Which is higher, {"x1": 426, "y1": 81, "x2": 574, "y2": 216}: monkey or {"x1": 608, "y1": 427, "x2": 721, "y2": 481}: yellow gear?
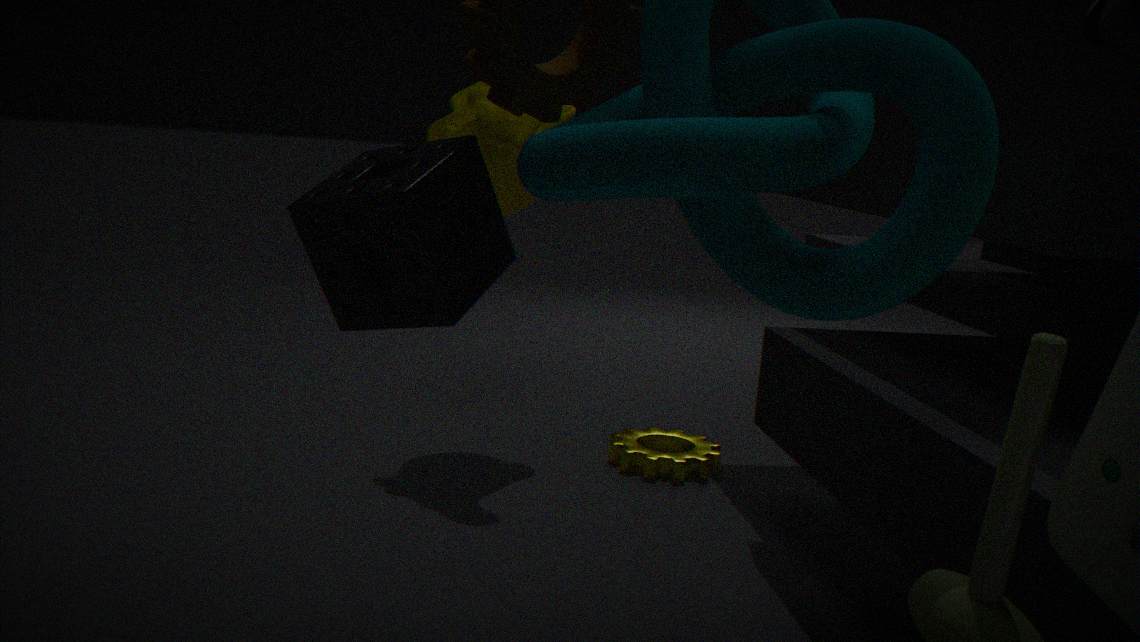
{"x1": 426, "y1": 81, "x2": 574, "y2": 216}: monkey
